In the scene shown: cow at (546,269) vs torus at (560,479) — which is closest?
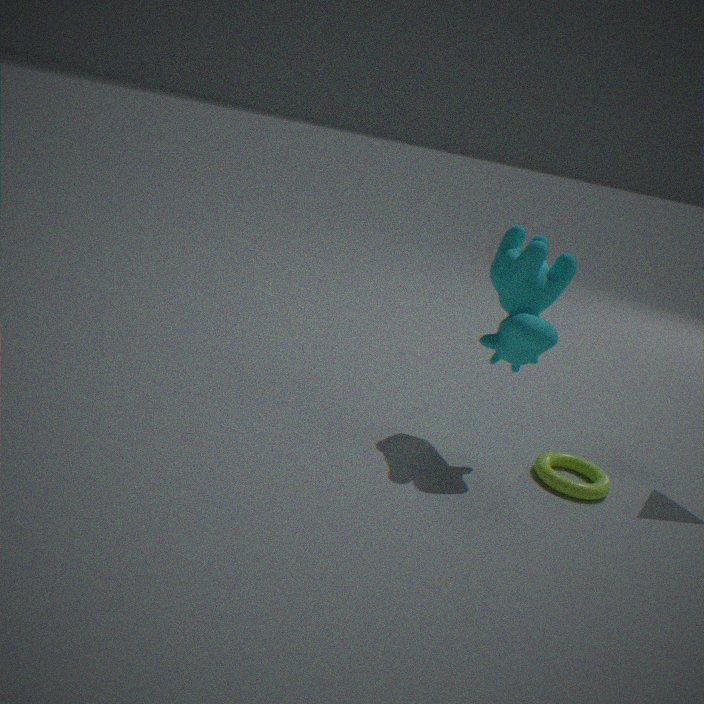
cow at (546,269)
